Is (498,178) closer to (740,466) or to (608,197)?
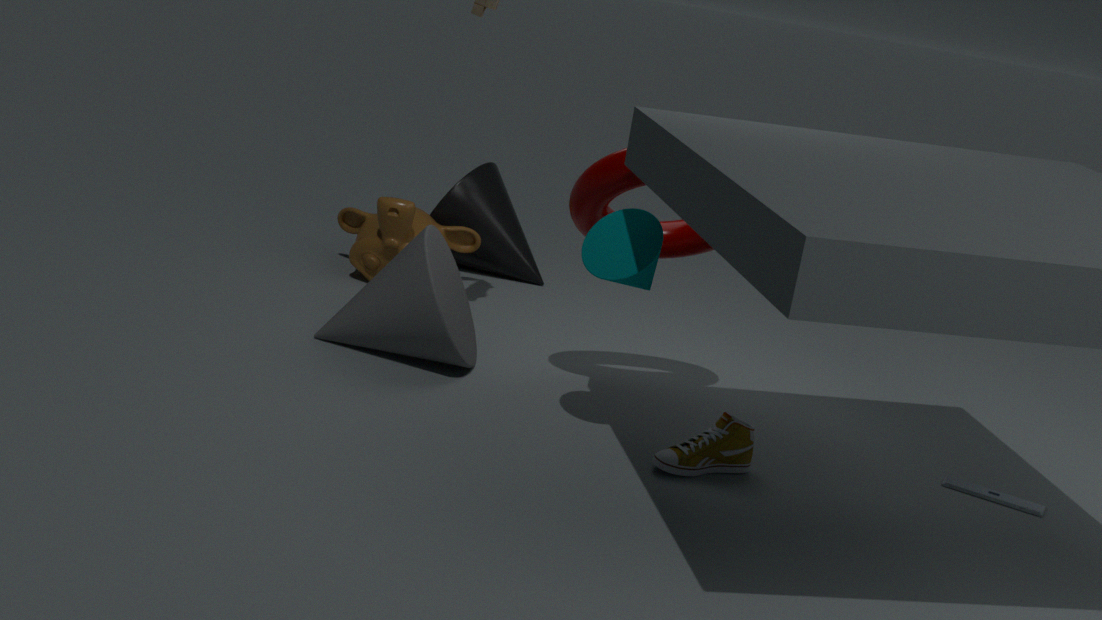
(608,197)
